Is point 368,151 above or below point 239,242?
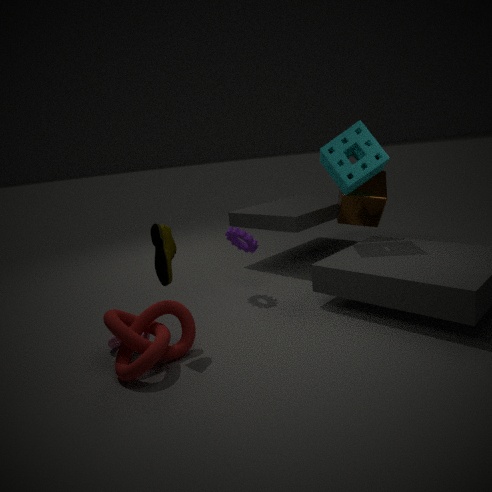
above
